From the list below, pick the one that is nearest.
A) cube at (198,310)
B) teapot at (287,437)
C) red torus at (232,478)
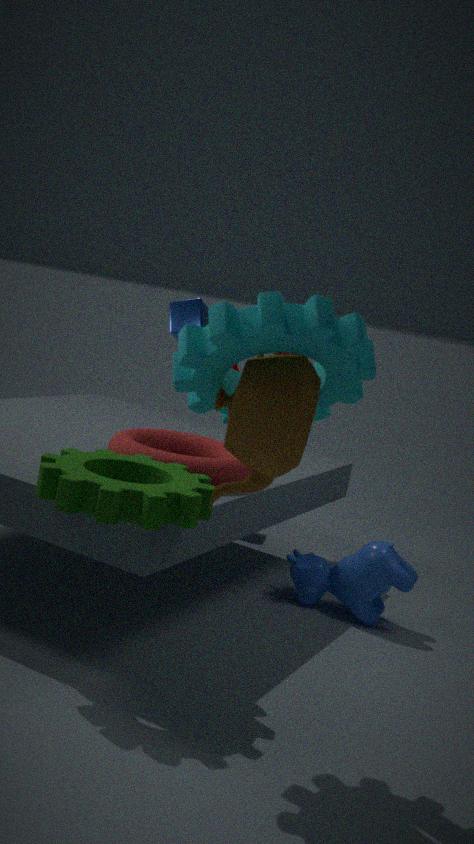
teapot at (287,437)
